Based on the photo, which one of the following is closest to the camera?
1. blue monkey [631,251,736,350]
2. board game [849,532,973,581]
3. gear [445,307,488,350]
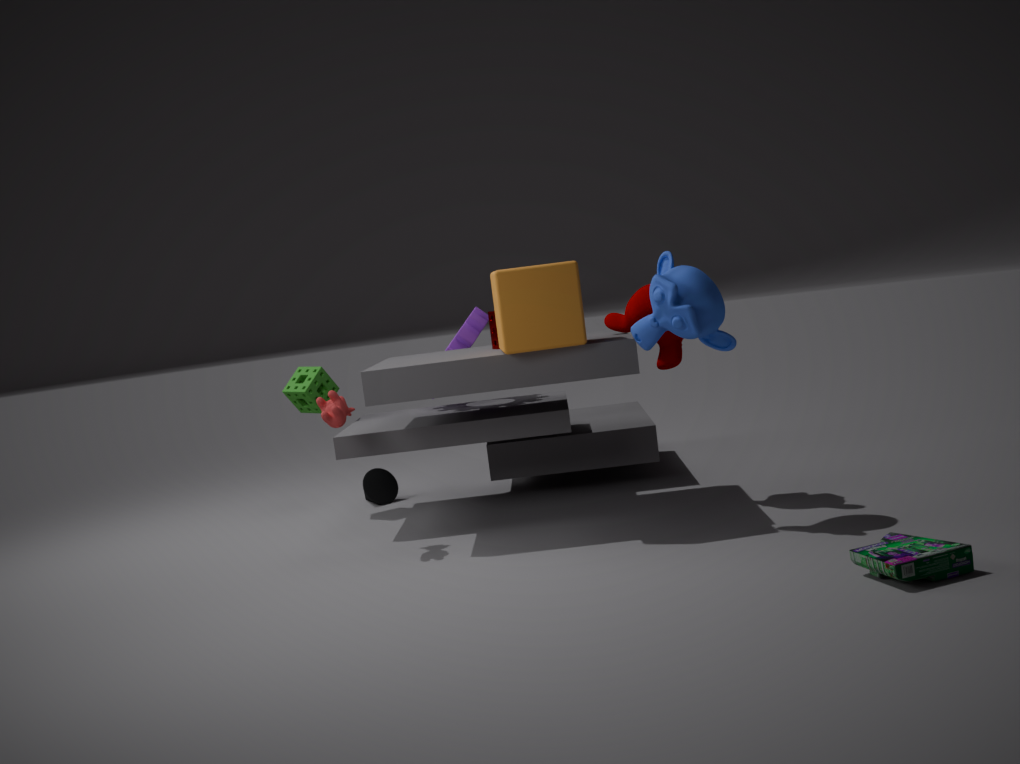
board game [849,532,973,581]
